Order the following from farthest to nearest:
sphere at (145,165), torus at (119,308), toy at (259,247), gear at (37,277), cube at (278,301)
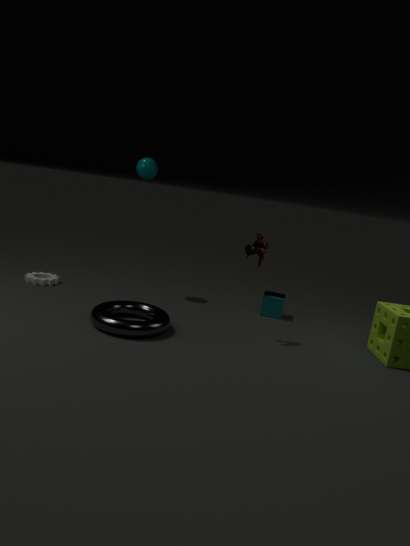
1. sphere at (145,165)
2. cube at (278,301)
3. gear at (37,277)
4. toy at (259,247)
5. torus at (119,308)
